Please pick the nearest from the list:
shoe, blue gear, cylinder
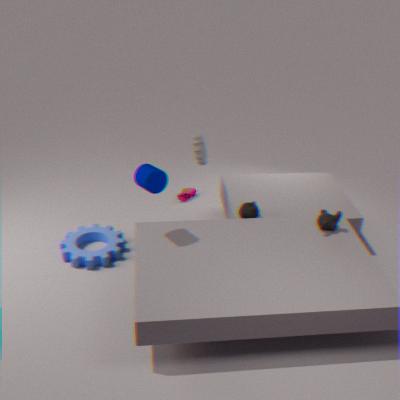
cylinder
